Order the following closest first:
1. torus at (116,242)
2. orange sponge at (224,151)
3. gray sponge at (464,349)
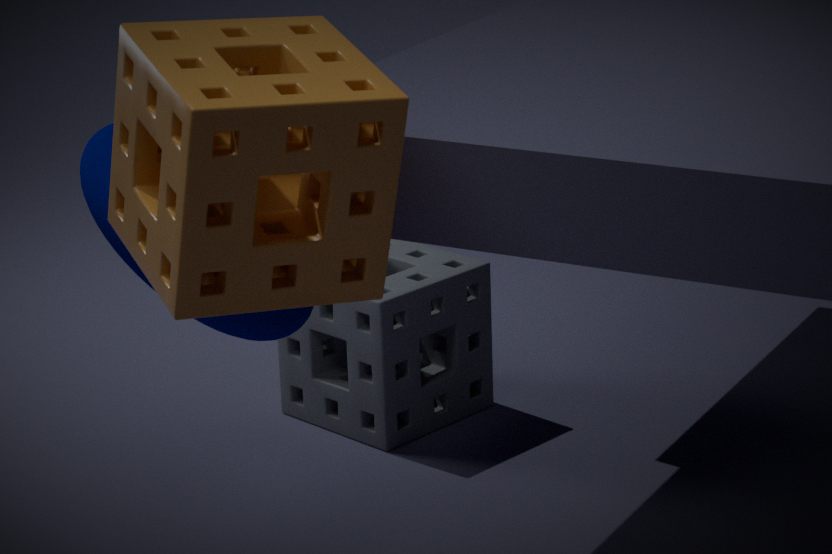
orange sponge at (224,151) < torus at (116,242) < gray sponge at (464,349)
